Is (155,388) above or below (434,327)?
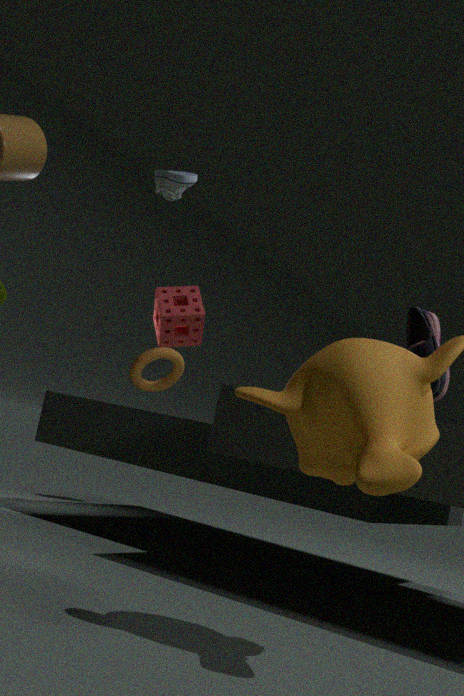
below
